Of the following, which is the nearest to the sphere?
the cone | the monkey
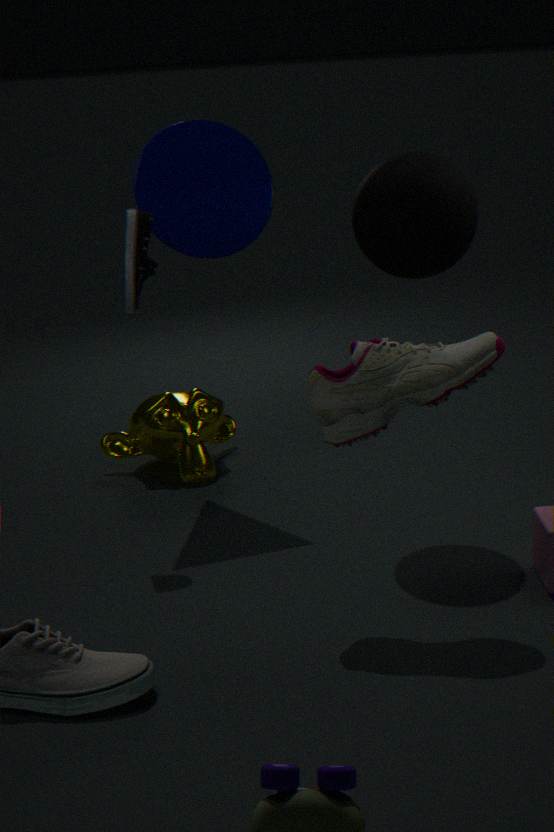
the cone
